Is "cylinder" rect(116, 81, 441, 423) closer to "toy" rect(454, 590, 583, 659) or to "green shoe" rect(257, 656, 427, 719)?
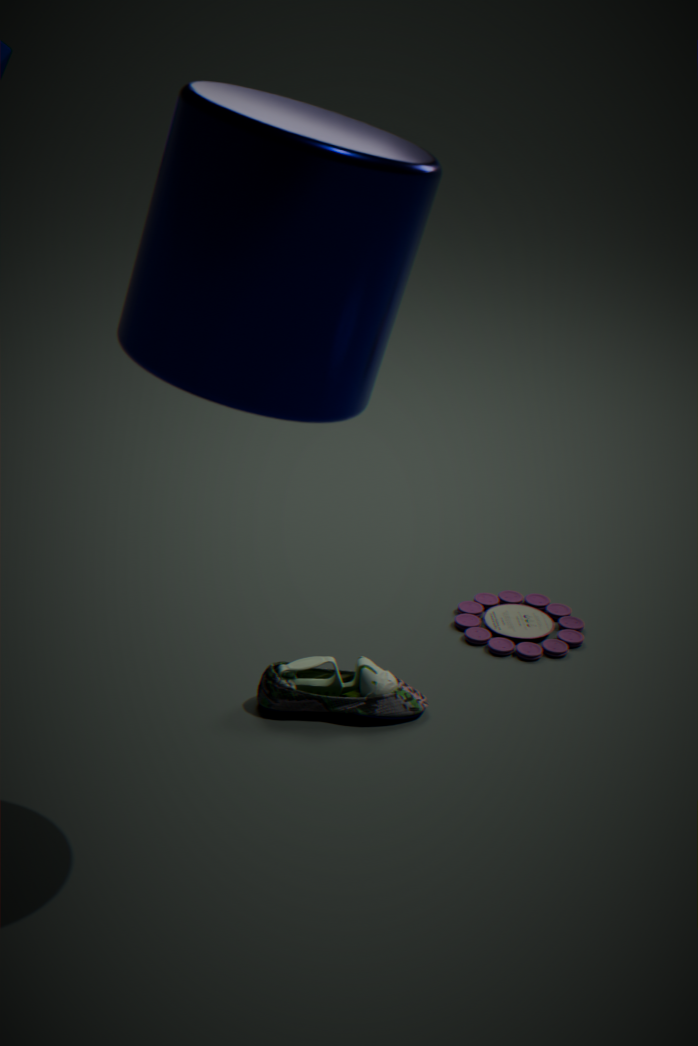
"green shoe" rect(257, 656, 427, 719)
